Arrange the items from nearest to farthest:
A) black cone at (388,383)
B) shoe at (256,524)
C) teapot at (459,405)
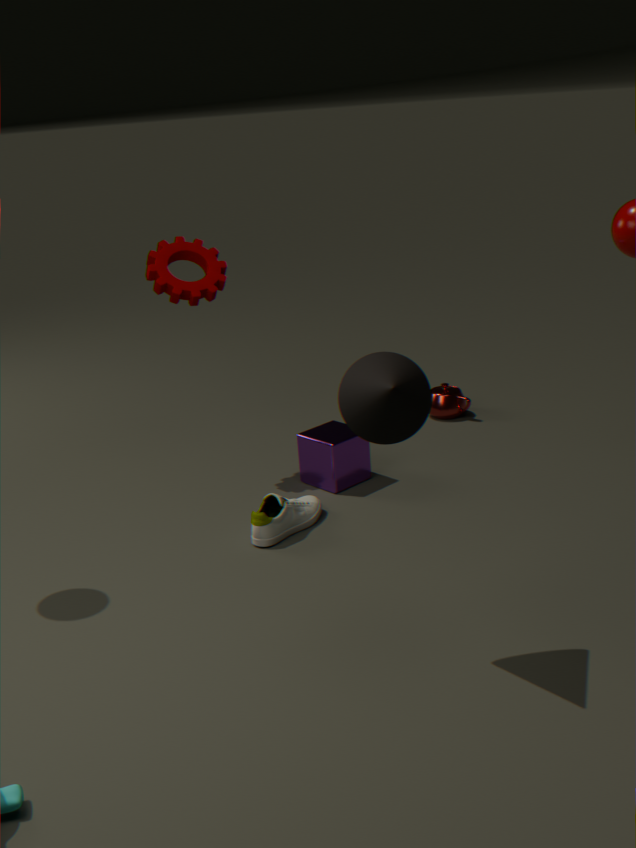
black cone at (388,383) → shoe at (256,524) → teapot at (459,405)
